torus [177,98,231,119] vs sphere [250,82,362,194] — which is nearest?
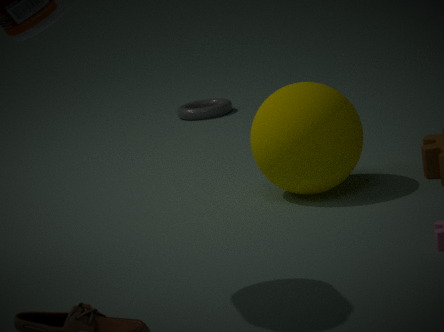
sphere [250,82,362,194]
